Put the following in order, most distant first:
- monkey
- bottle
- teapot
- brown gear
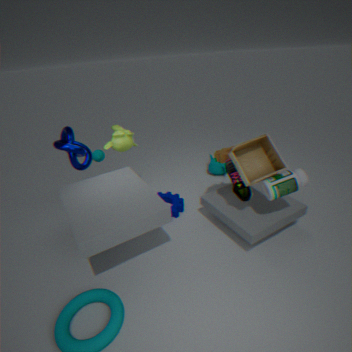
teapot → monkey → brown gear → bottle
